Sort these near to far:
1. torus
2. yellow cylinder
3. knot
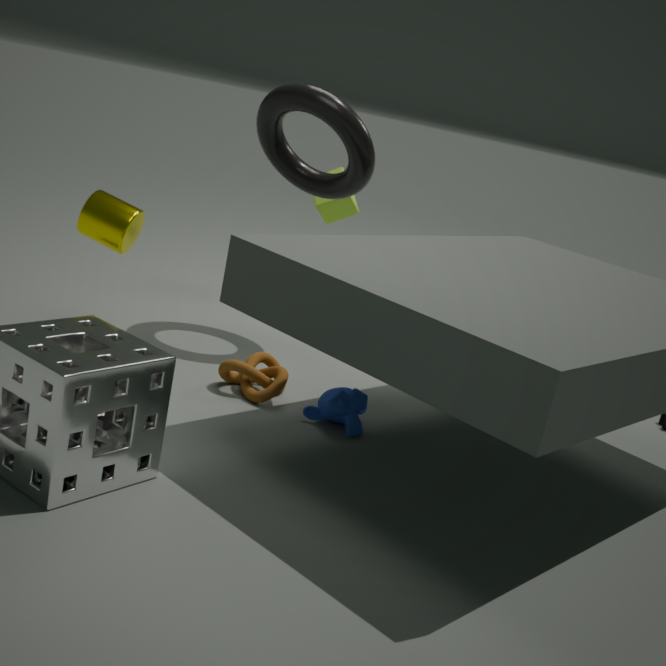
knot < yellow cylinder < torus
